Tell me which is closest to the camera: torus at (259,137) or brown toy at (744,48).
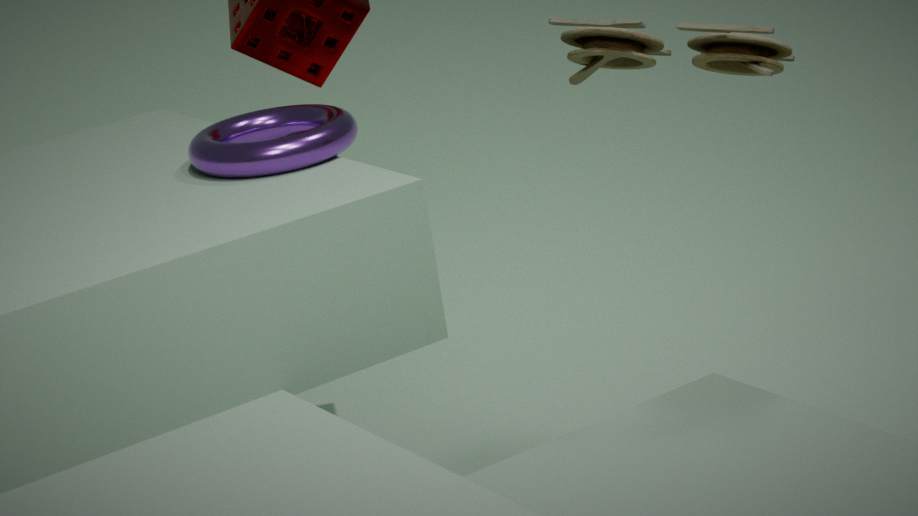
brown toy at (744,48)
